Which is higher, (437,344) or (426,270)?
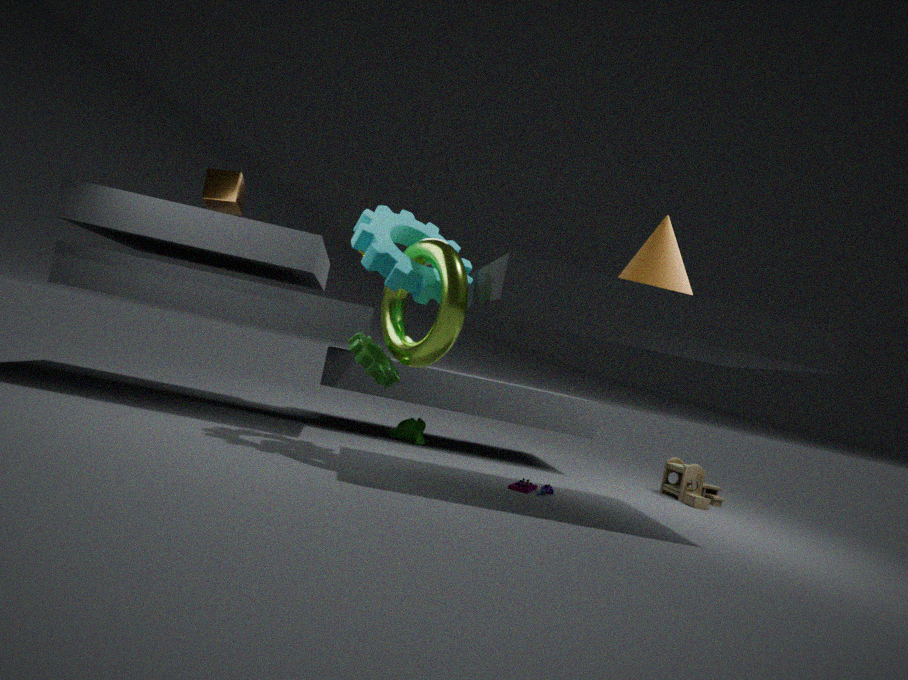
(426,270)
